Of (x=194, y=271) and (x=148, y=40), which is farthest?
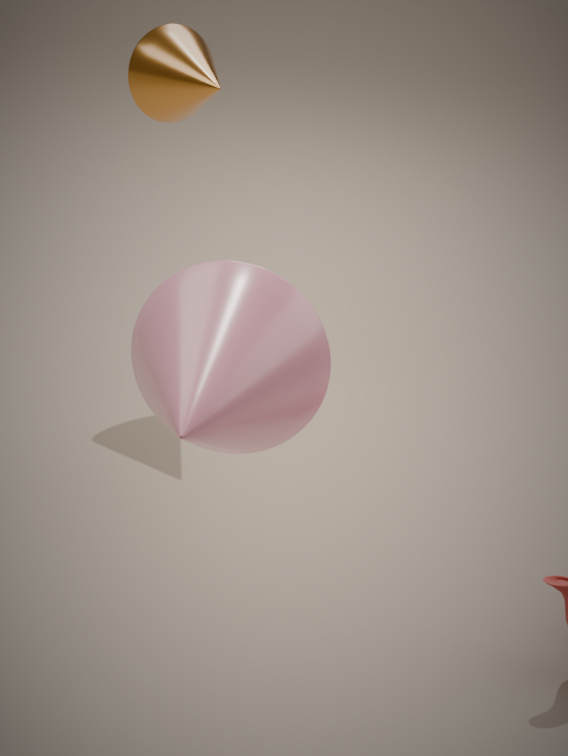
(x=148, y=40)
